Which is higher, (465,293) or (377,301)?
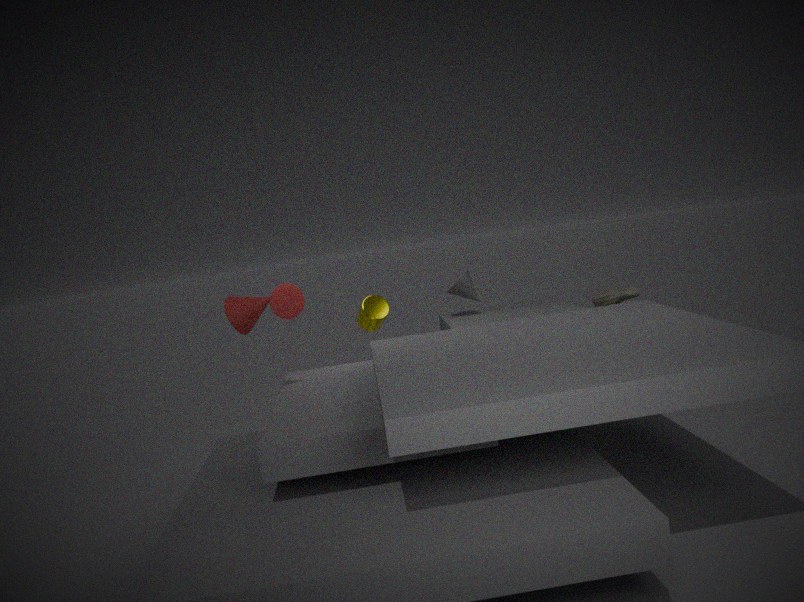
(465,293)
